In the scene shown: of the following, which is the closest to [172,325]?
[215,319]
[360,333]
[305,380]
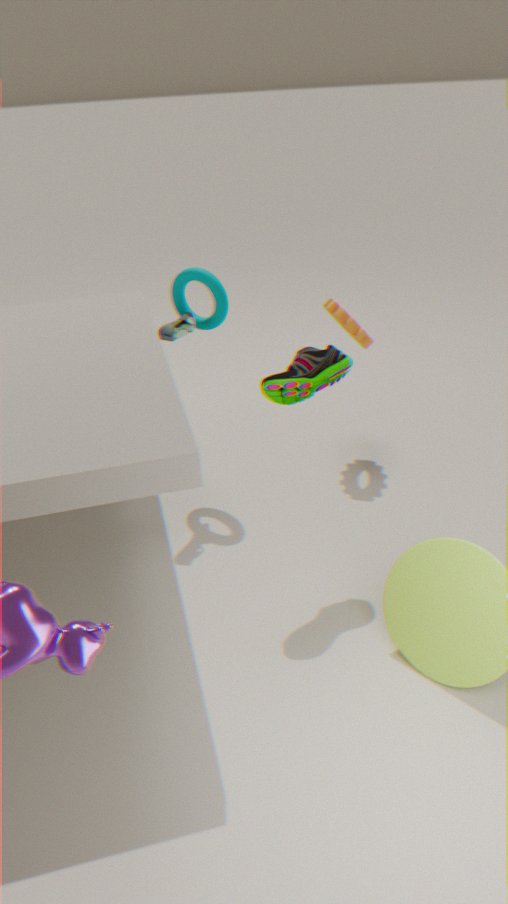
[215,319]
